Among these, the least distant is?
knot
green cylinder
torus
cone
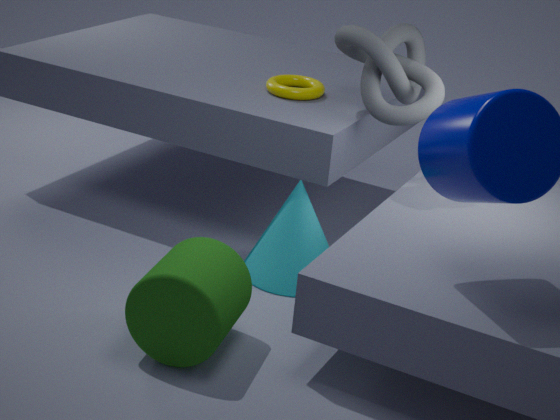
green cylinder
